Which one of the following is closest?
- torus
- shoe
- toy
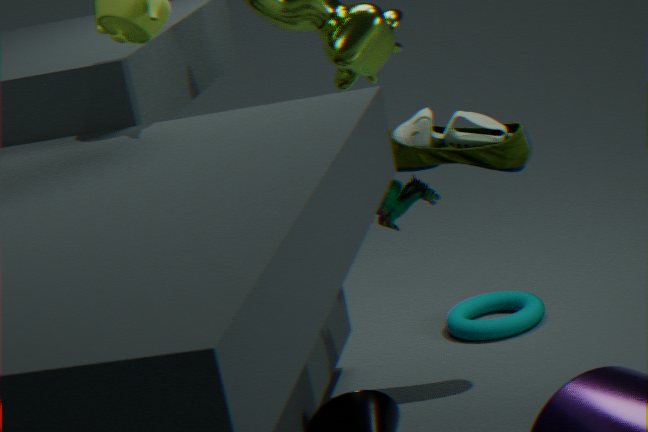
shoe
